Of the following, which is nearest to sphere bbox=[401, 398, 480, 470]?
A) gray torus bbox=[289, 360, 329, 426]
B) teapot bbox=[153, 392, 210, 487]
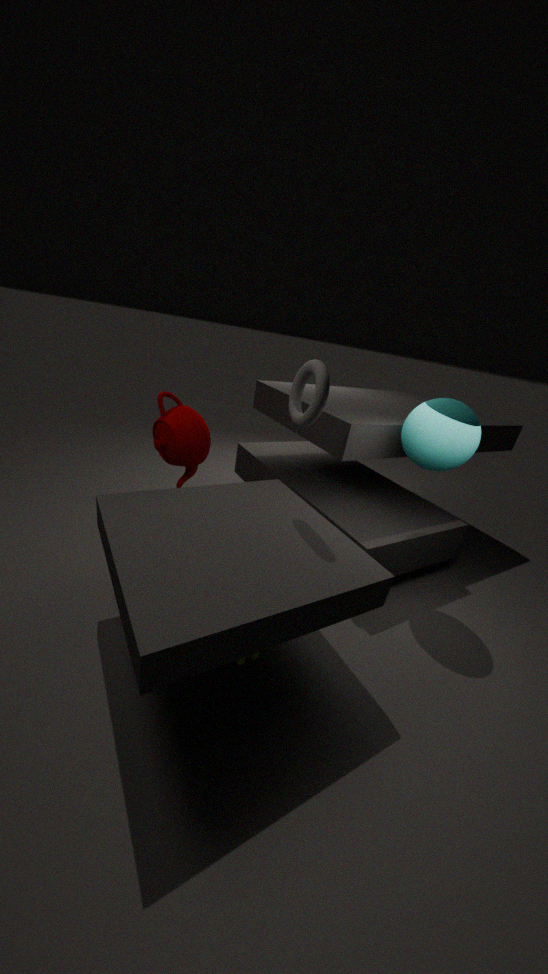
gray torus bbox=[289, 360, 329, 426]
